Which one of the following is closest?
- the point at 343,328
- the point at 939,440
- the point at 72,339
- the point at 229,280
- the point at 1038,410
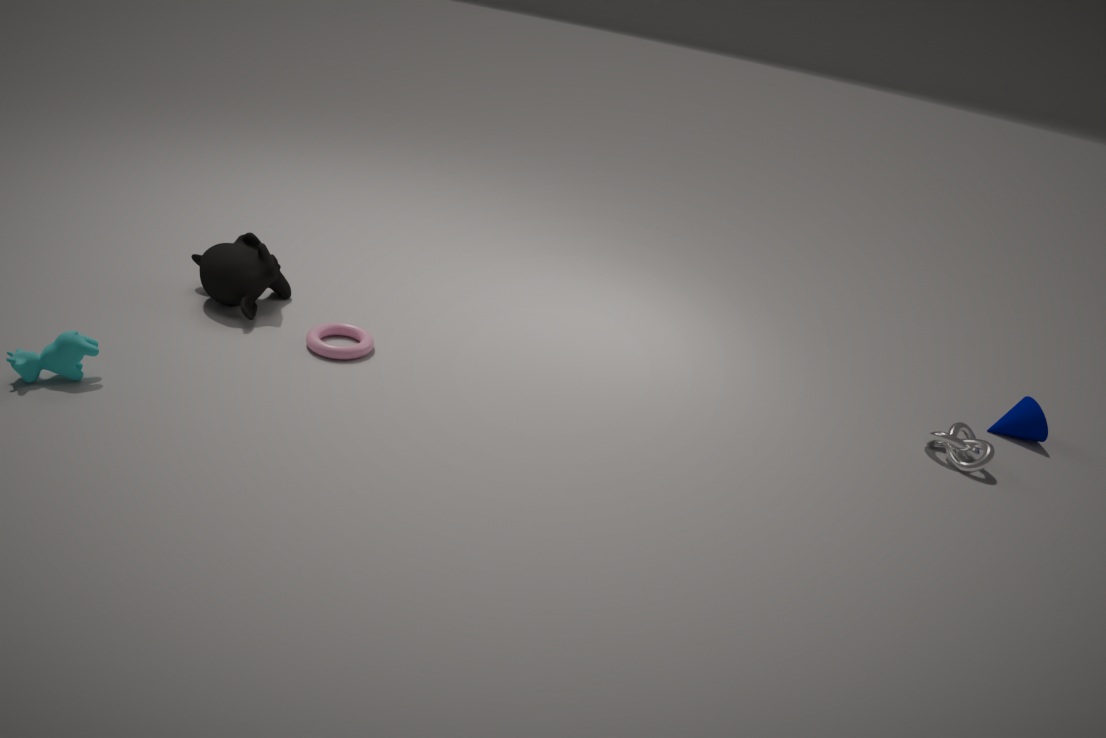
the point at 72,339
